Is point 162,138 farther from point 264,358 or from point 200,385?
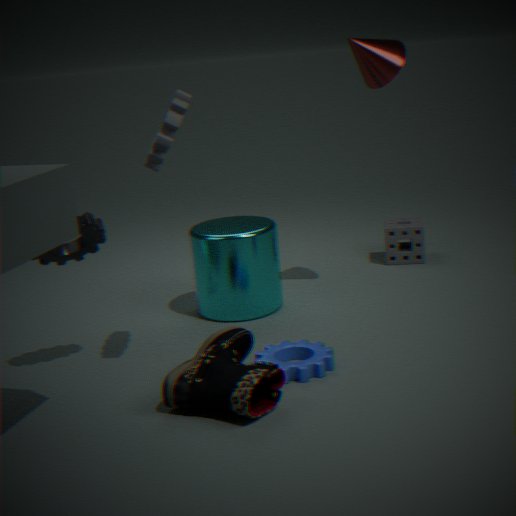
point 264,358
